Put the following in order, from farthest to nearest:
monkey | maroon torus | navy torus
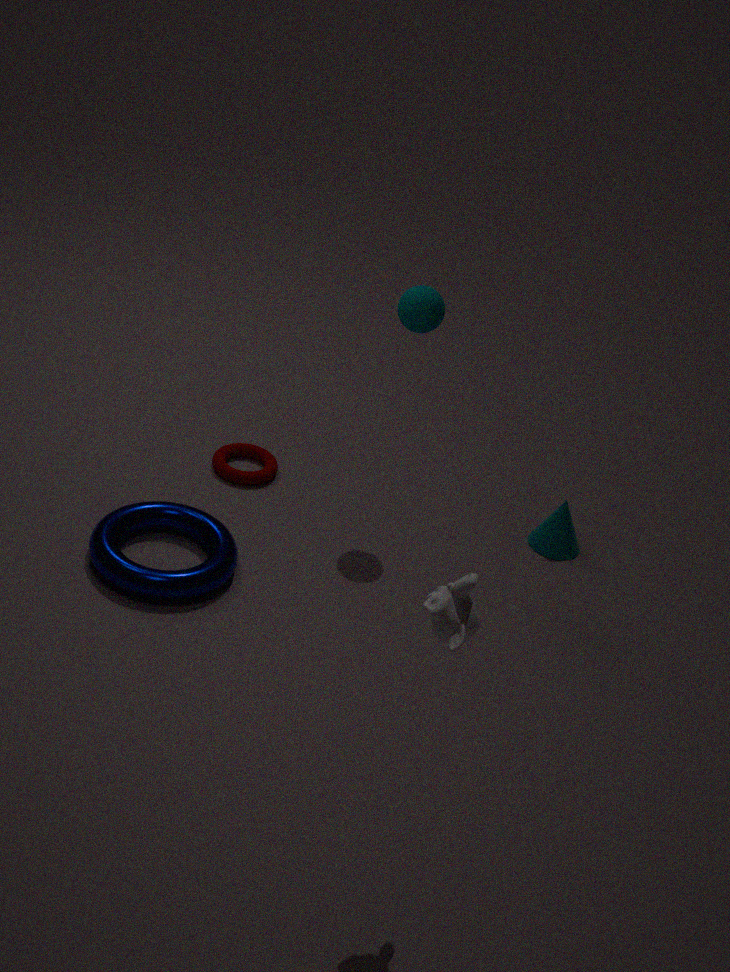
maroon torus < navy torus < monkey
